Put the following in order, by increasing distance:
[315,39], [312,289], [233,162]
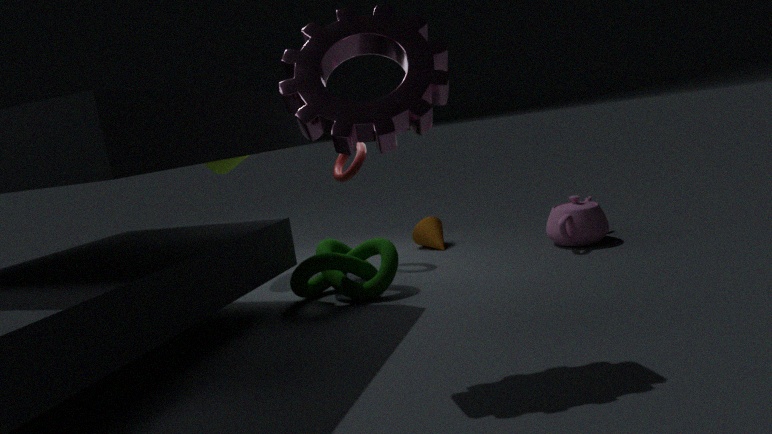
[315,39] → [312,289] → [233,162]
